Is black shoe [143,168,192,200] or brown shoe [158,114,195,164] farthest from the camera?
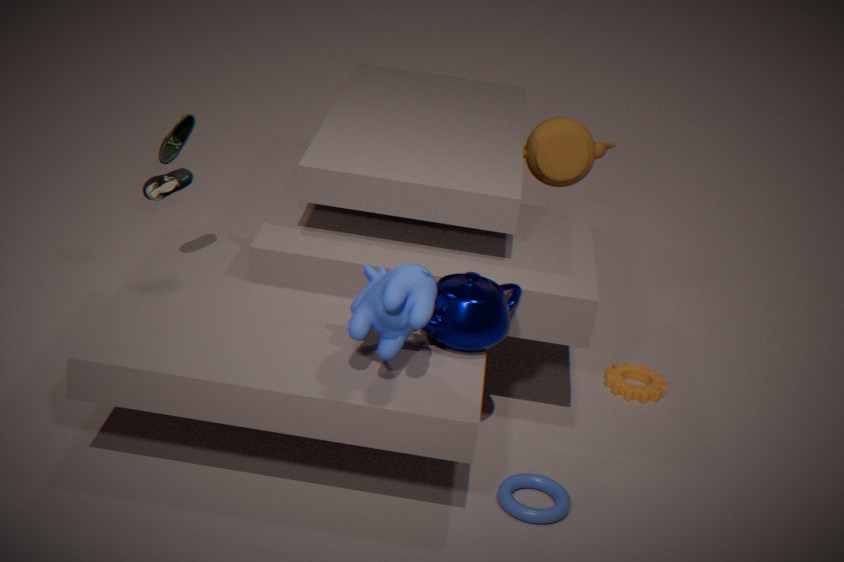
black shoe [143,168,192,200]
